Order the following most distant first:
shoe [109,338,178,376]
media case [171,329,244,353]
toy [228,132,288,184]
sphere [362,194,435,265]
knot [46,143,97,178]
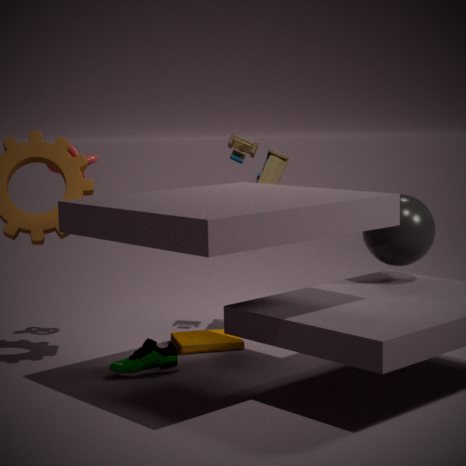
media case [171,329,244,353], toy [228,132,288,184], knot [46,143,97,178], shoe [109,338,178,376], sphere [362,194,435,265]
